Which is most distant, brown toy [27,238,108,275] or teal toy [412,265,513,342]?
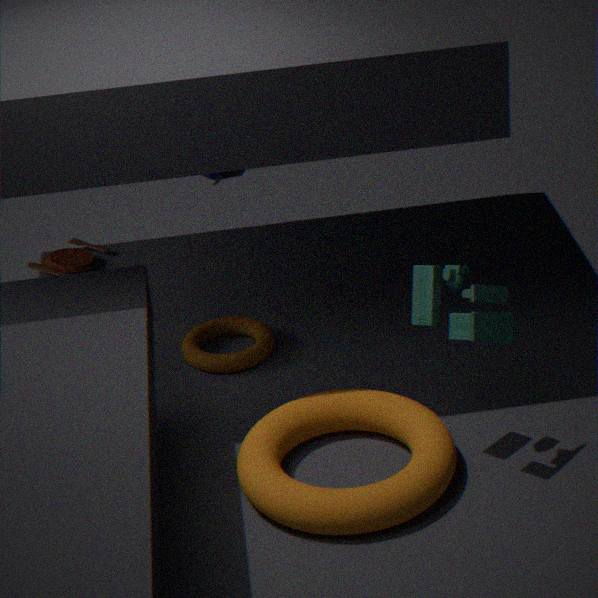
brown toy [27,238,108,275]
